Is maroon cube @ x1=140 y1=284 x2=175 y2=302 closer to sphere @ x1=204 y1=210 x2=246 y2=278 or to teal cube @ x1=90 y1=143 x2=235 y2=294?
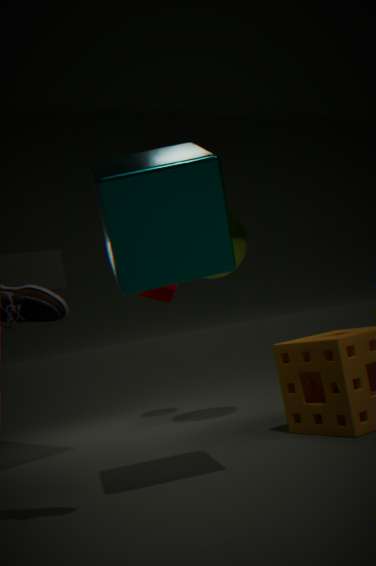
sphere @ x1=204 y1=210 x2=246 y2=278
